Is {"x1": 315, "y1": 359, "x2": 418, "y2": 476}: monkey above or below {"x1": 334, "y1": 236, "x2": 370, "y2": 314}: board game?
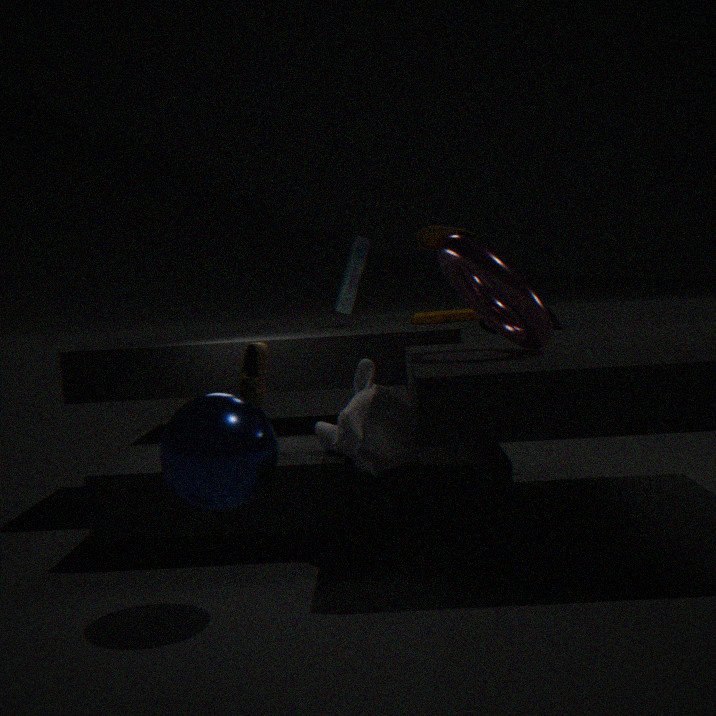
below
